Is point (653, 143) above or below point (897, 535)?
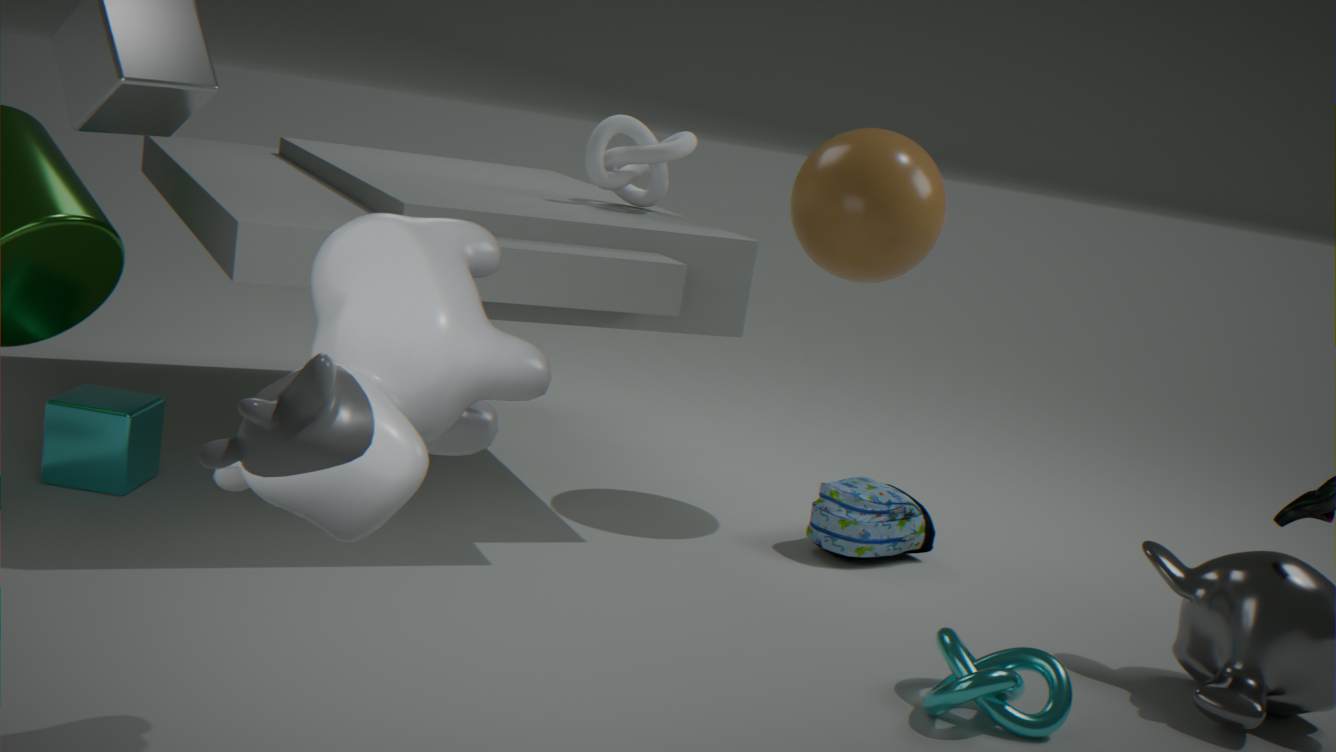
above
